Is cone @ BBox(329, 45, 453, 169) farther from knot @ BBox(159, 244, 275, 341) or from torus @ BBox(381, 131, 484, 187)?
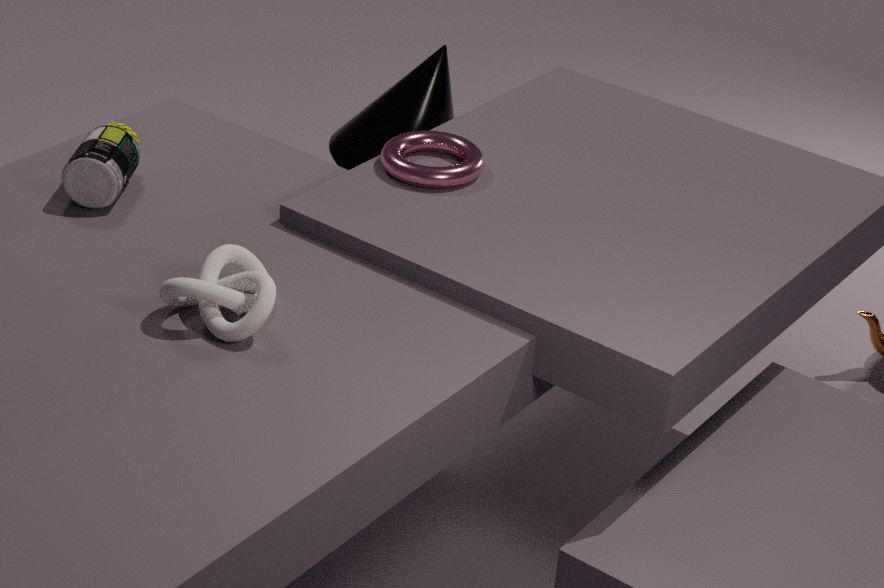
knot @ BBox(159, 244, 275, 341)
